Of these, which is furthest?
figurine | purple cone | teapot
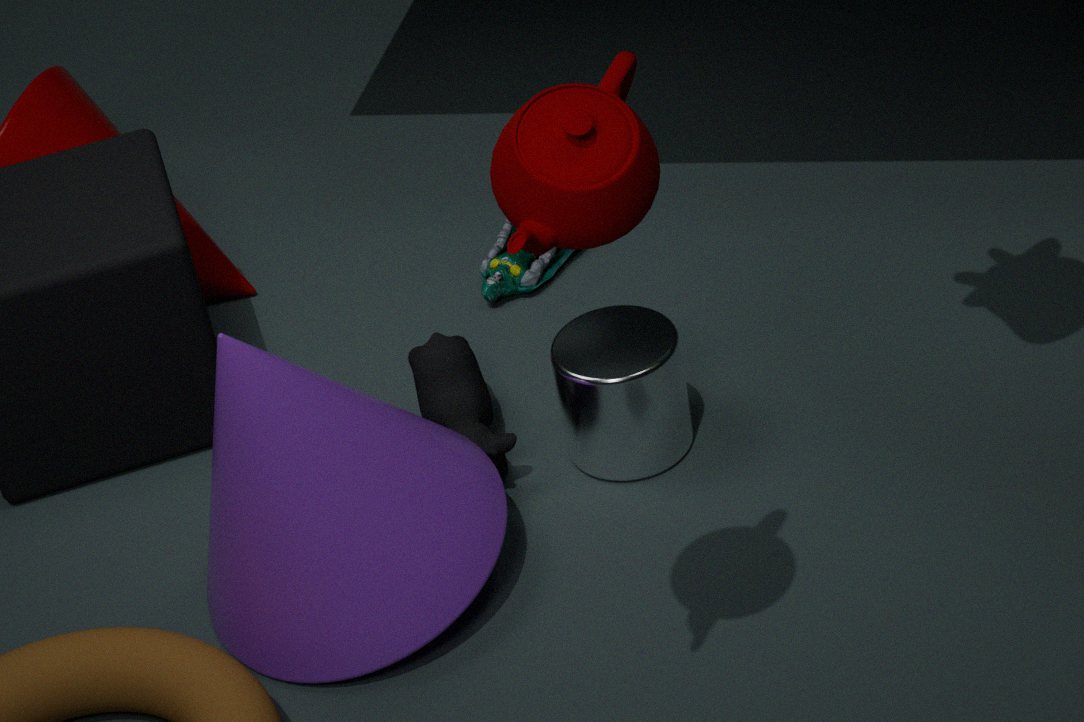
figurine
